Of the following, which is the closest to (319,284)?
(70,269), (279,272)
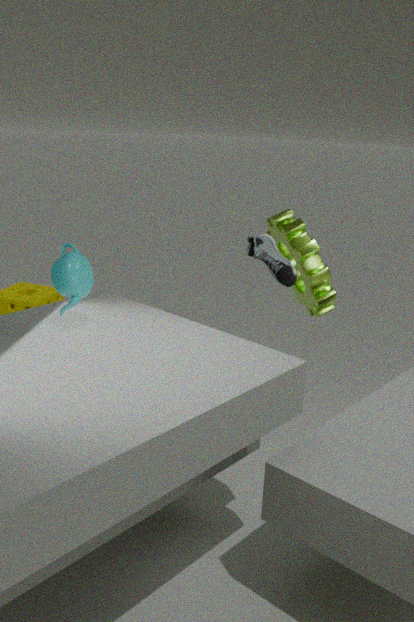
(279,272)
